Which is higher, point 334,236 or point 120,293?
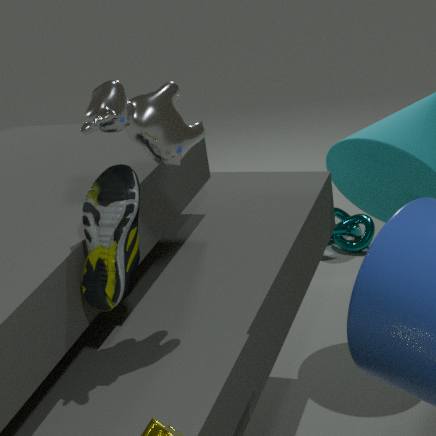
point 120,293
